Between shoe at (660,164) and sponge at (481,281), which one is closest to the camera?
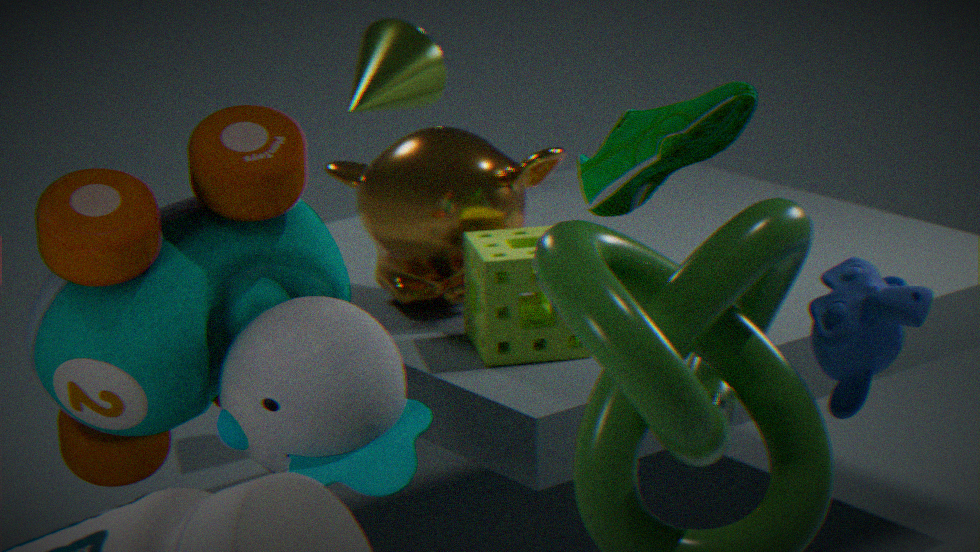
shoe at (660,164)
